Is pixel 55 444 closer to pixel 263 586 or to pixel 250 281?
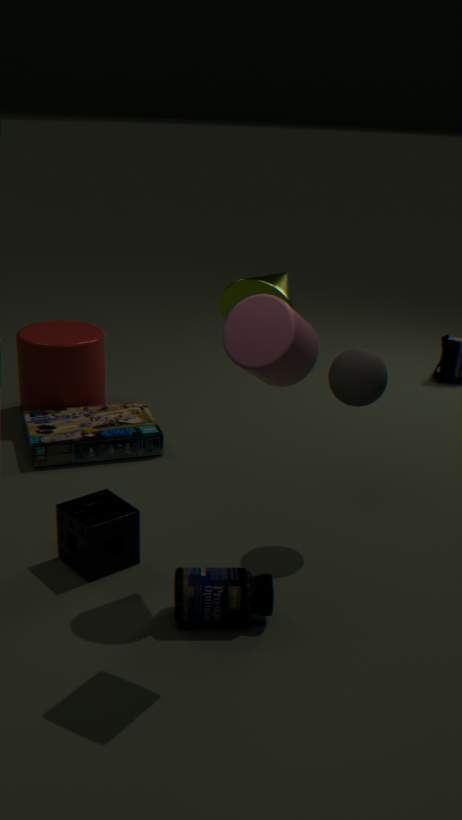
pixel 263 586
